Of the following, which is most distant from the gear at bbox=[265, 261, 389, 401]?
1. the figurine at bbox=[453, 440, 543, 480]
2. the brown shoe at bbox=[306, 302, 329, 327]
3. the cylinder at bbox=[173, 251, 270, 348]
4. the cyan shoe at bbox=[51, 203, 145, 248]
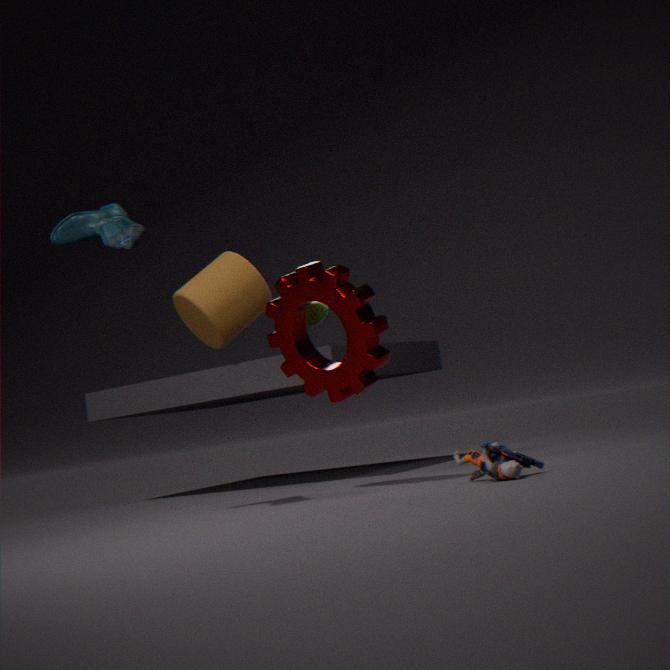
the brown shoe at bbox=[306, 302, 329, 327]
